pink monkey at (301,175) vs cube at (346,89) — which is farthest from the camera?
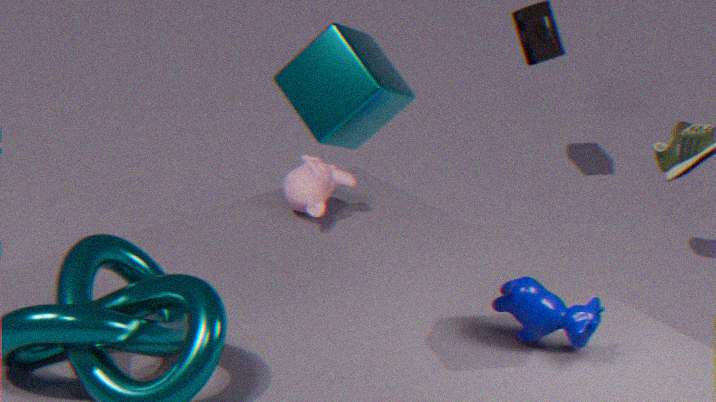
pink monkey at (301,175)
